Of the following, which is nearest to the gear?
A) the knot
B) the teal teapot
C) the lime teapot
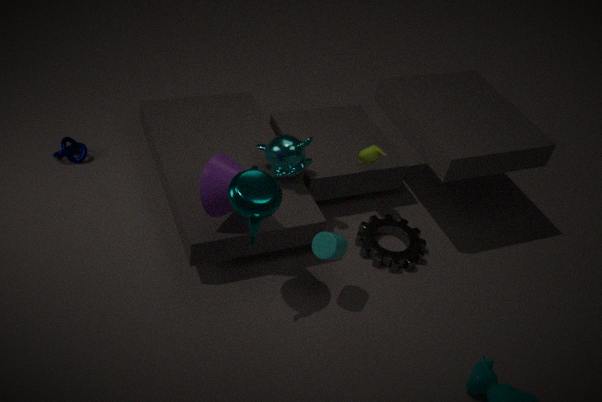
the lime teapot
